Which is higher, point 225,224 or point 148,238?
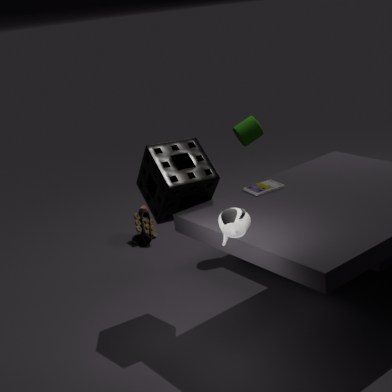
point 225,224
